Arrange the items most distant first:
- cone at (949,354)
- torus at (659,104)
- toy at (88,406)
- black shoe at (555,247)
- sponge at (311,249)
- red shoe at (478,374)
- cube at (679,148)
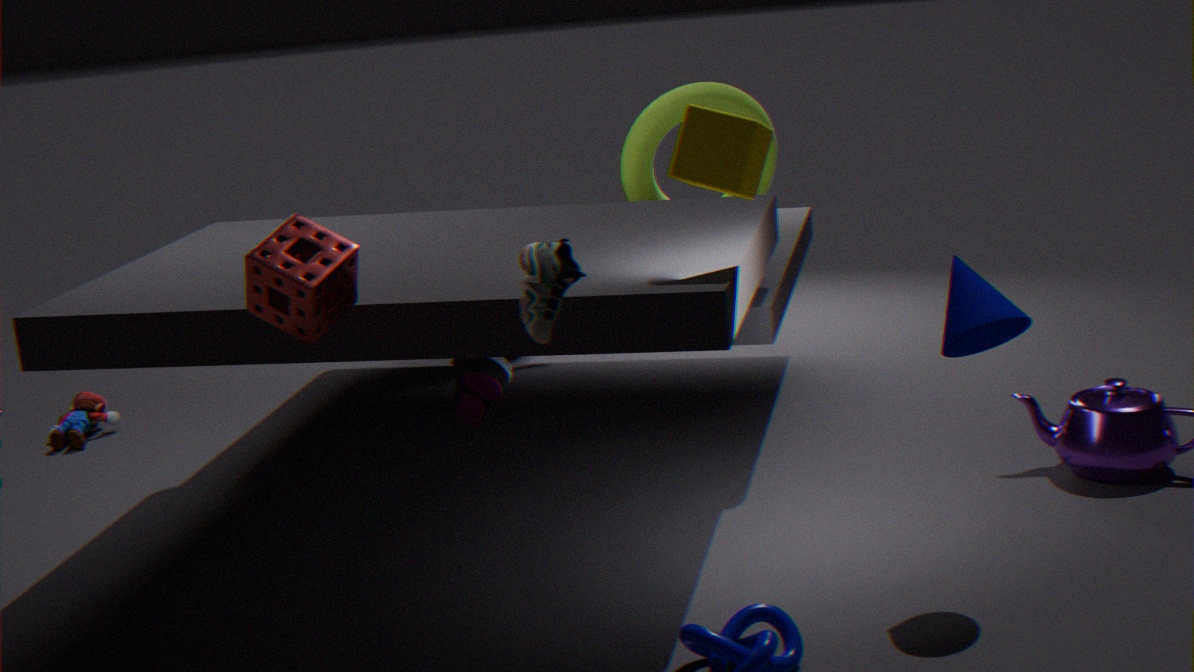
toy at (88,406)
torus at (659,104)
red shoe at (478,374)
cube at (679,148)
cone at (949,354)
black shoe at (555,247)
sponge at (311,249)
